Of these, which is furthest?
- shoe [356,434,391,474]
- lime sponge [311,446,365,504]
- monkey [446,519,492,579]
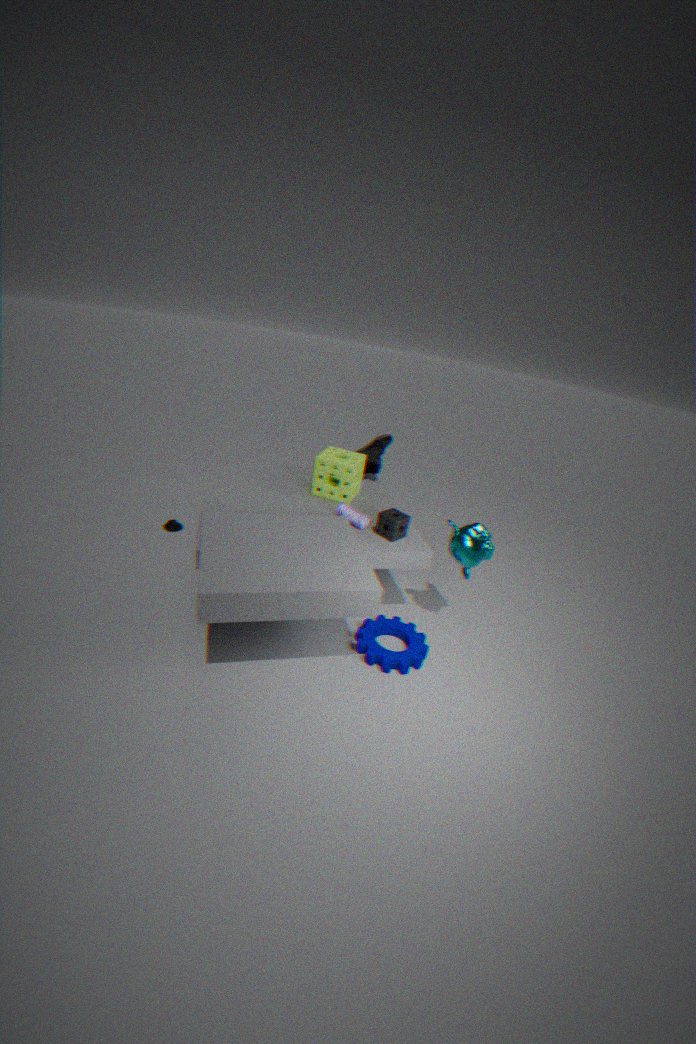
shoe [356,434,391,474]
